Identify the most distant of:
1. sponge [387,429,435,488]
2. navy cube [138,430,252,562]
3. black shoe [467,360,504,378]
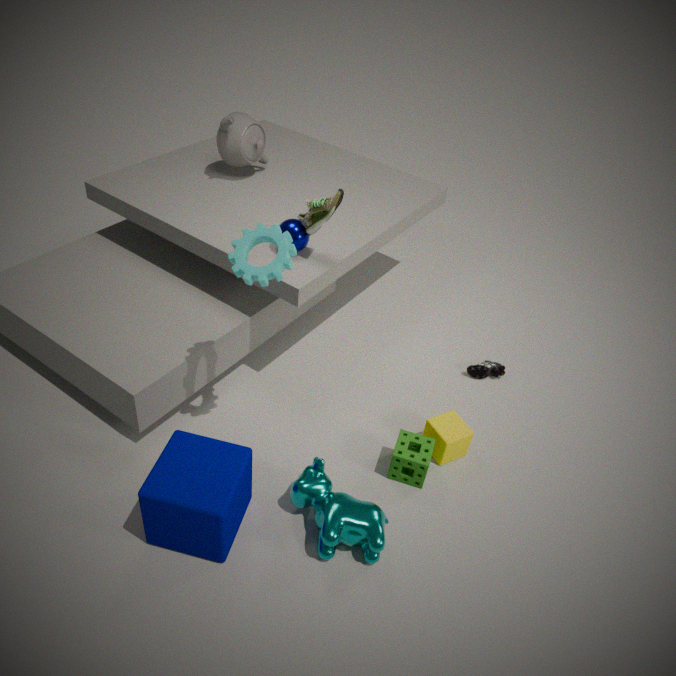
black shoe [467,360,504,378]
